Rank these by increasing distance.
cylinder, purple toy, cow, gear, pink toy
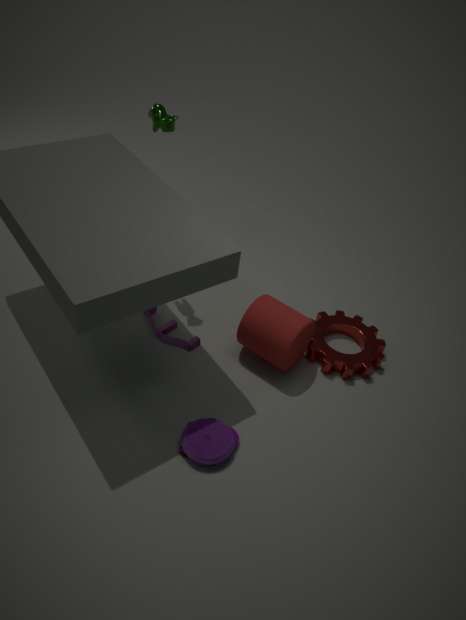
purple toy < cylinder < cow < gear < pink toy
